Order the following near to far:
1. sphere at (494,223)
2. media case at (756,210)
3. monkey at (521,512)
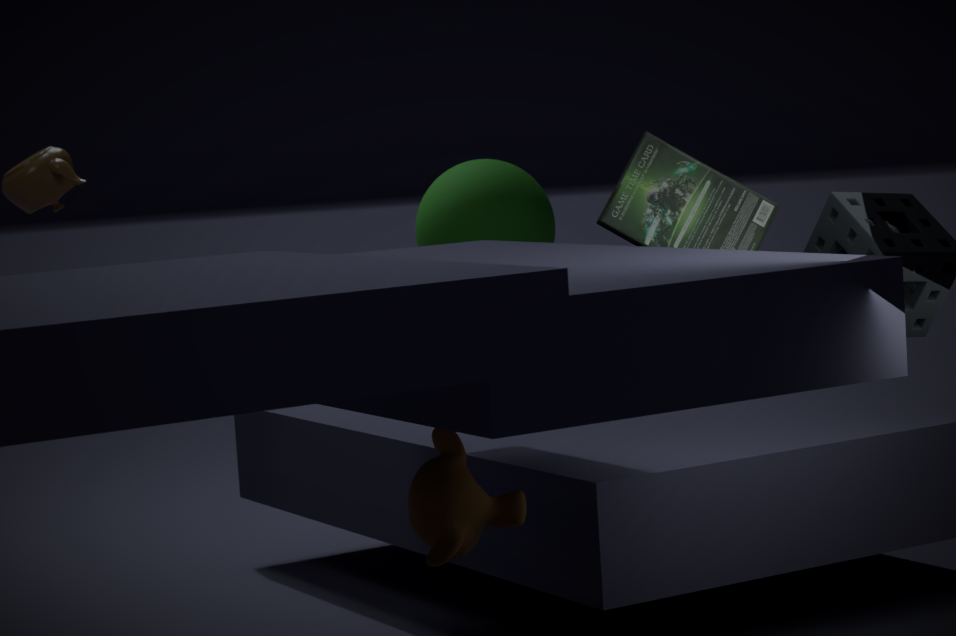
monkey at (521,512) → media case at (756,210) → sphere at (494,223)
